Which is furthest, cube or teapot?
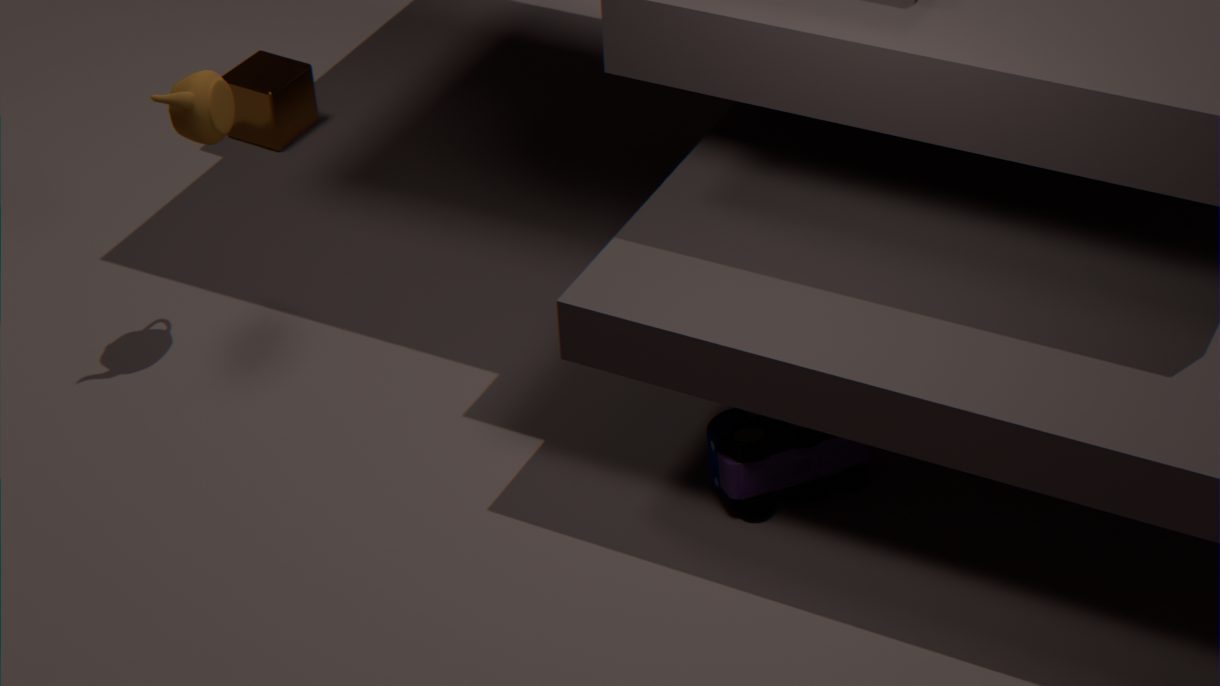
cube
